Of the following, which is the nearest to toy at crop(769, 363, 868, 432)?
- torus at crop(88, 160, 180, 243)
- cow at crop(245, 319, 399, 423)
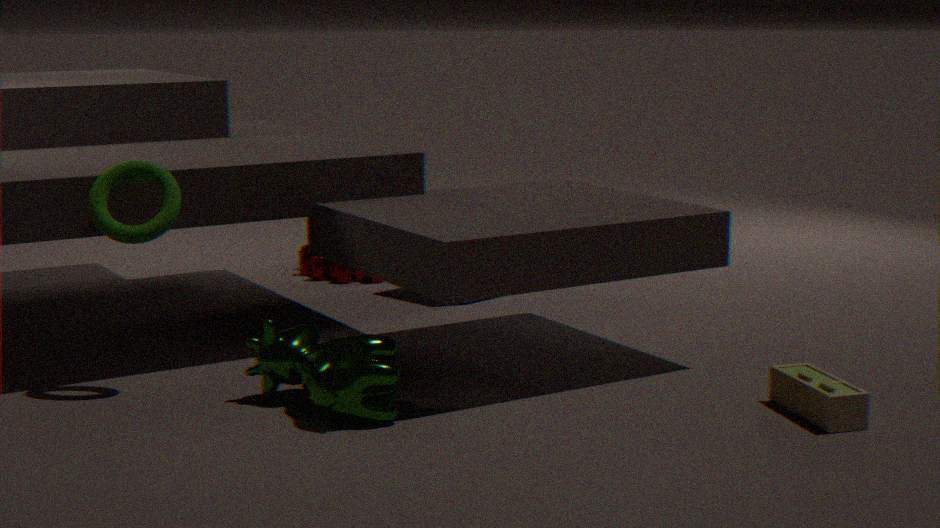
cow at crop(245, 319, 399, 423)
